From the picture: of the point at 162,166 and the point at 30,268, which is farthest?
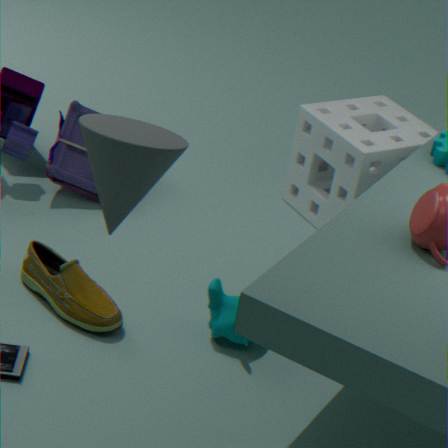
the point at 30,268
